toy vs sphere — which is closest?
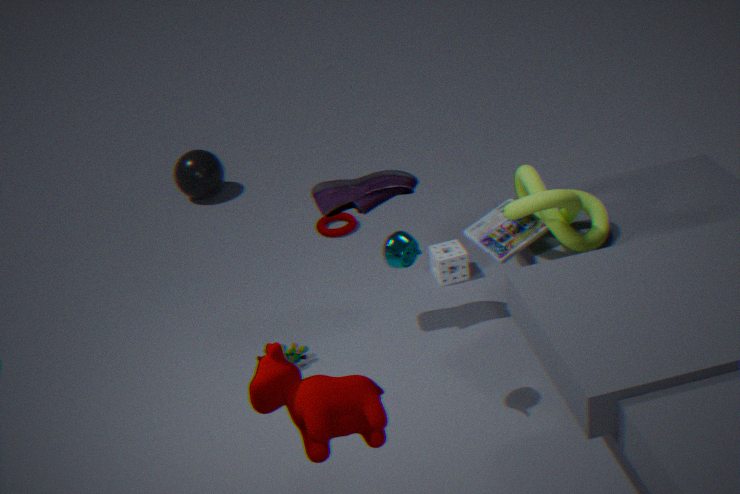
toy
